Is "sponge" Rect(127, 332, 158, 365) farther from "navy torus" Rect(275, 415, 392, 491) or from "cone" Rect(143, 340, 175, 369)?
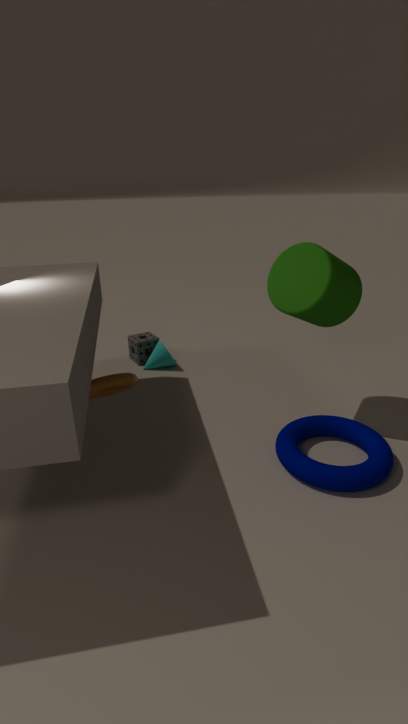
"navy torus" Rect(275, 415, 392, 491)
